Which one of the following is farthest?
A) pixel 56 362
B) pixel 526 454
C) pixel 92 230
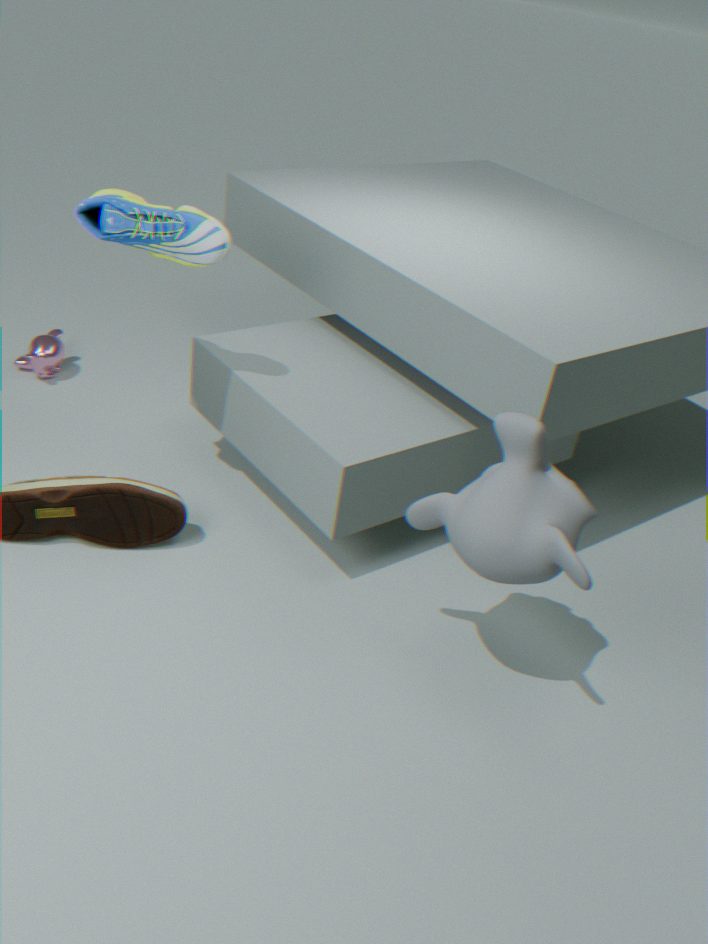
pixel 56 362
